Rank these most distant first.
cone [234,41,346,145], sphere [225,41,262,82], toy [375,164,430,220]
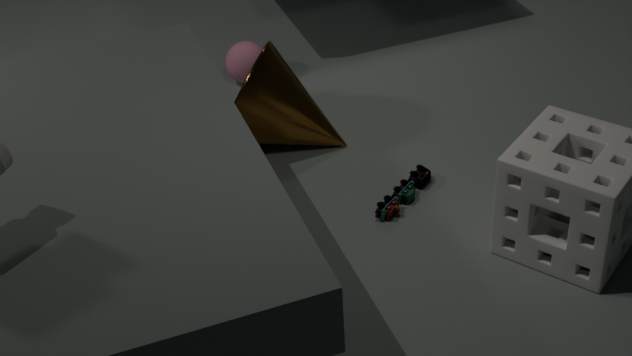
sphere [225,41,262,82] < cone [234,41,346,145] < toy [375,164,430,220]
